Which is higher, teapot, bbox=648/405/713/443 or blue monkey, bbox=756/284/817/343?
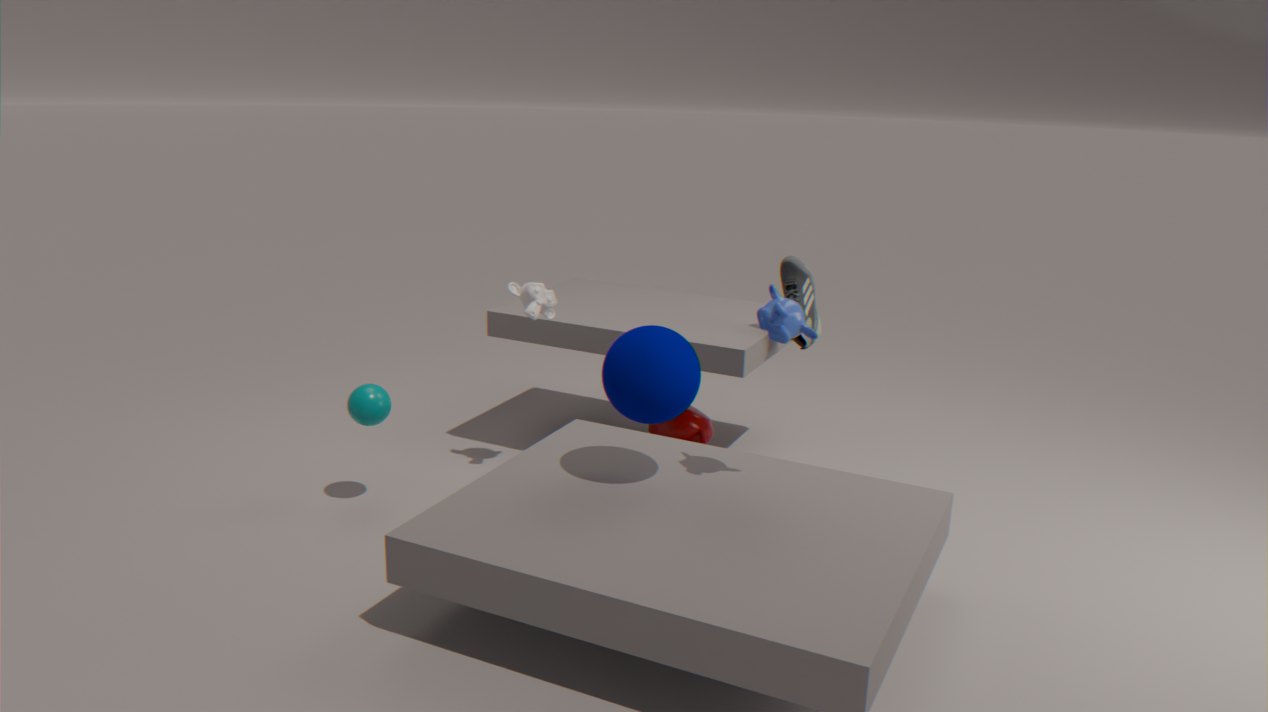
blue monkey, bbox=756/284/817/343
